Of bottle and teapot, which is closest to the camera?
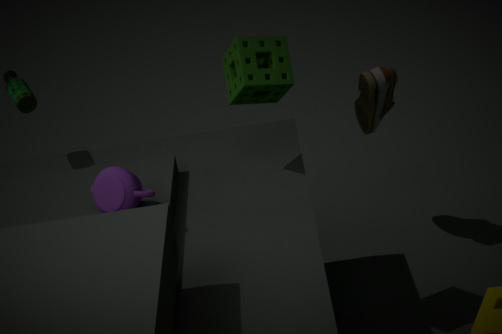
teapot
